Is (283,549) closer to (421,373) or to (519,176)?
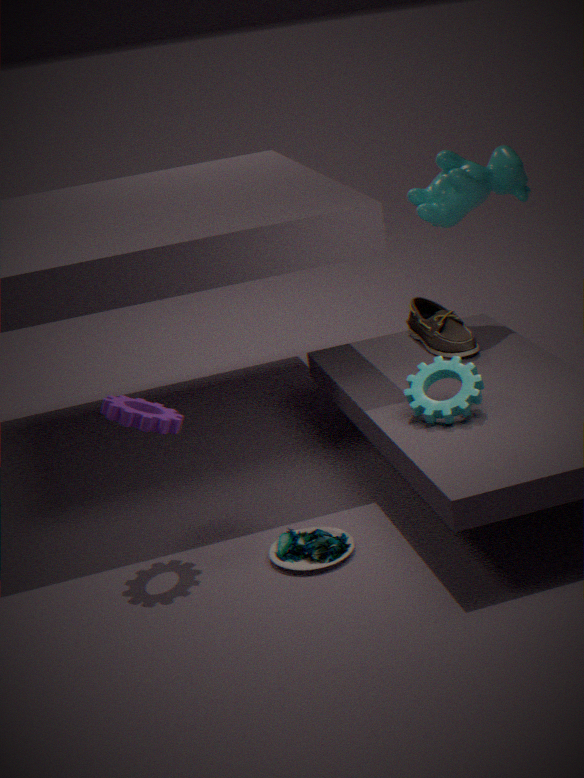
(421,373)
